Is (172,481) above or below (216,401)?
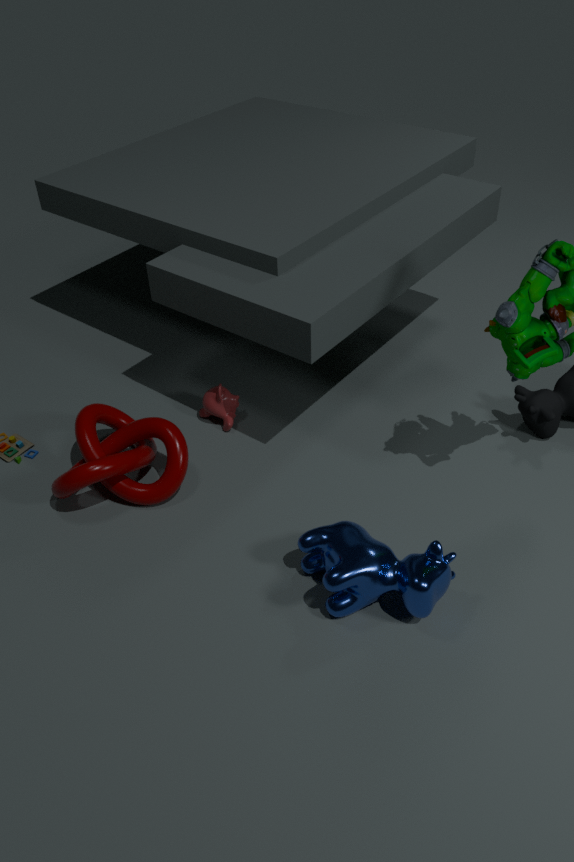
above
